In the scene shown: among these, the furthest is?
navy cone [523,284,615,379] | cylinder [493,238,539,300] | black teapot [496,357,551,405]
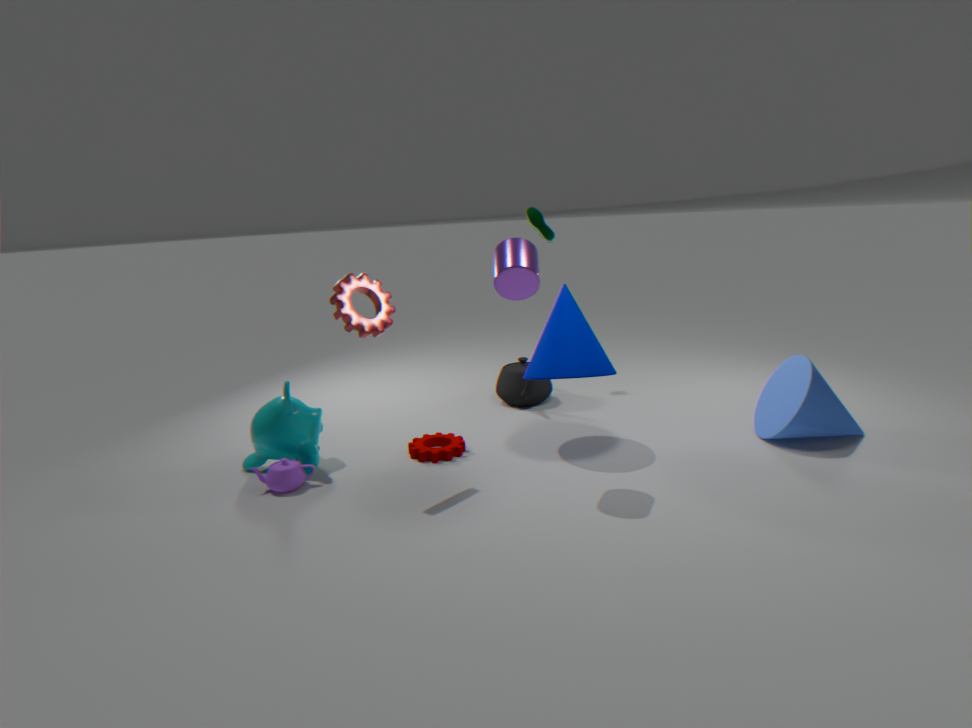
black teapot [496,357,551,405]
